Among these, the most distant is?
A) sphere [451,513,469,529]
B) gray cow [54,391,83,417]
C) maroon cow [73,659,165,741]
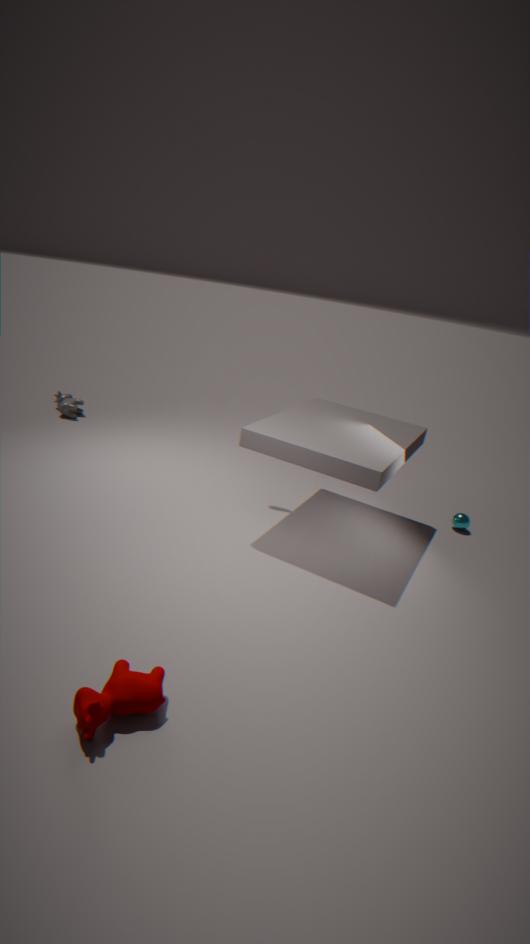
gray cow [54,391,83,417]
